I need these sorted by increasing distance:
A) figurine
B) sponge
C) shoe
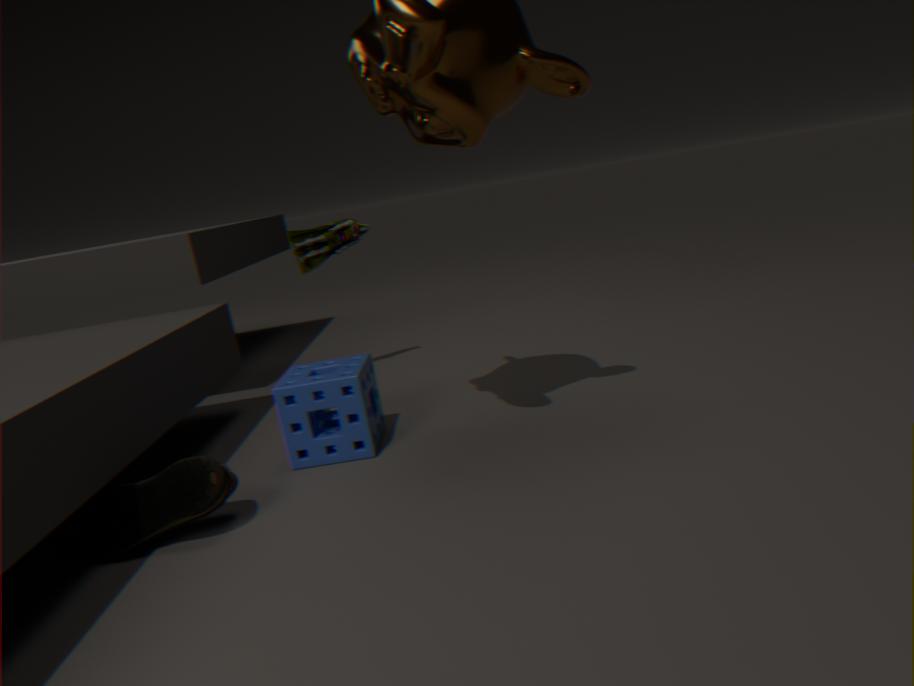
shoe, sponge, figurine
